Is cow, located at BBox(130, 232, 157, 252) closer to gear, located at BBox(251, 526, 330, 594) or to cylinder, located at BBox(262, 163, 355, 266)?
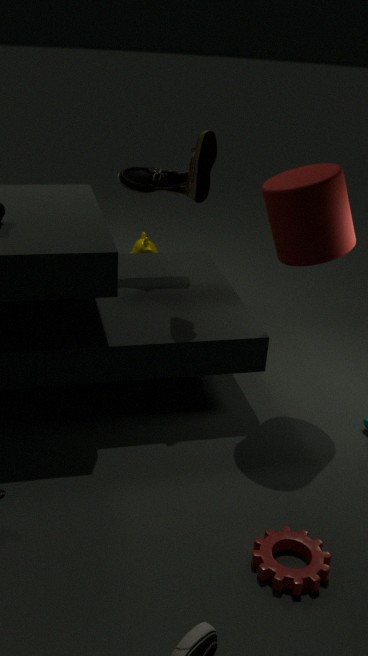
cylinder, located at BBox(262, 163, 355, 266)
